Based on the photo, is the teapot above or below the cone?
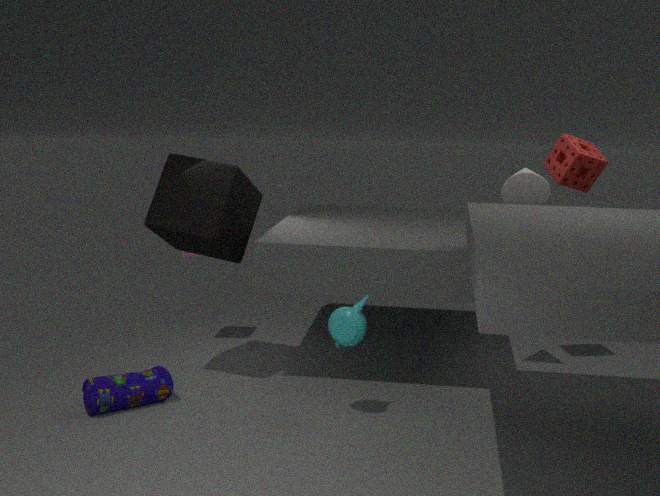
below
